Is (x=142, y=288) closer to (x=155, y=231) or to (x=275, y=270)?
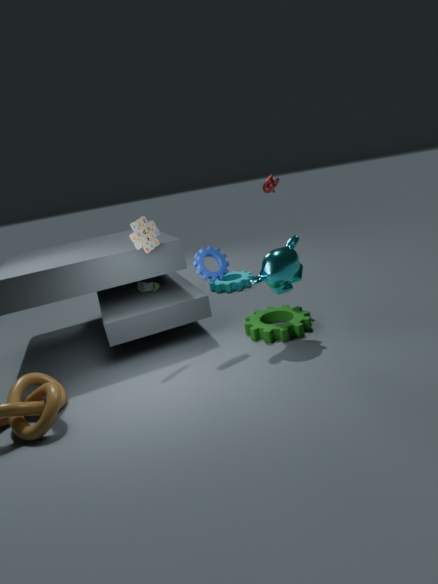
(x=155, y=231)
